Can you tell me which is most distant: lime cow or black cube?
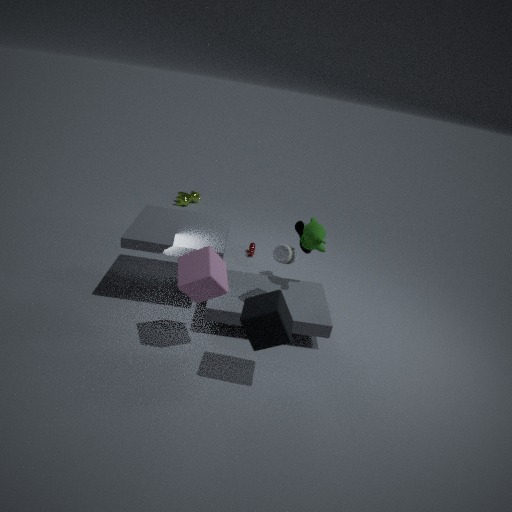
lime cow
